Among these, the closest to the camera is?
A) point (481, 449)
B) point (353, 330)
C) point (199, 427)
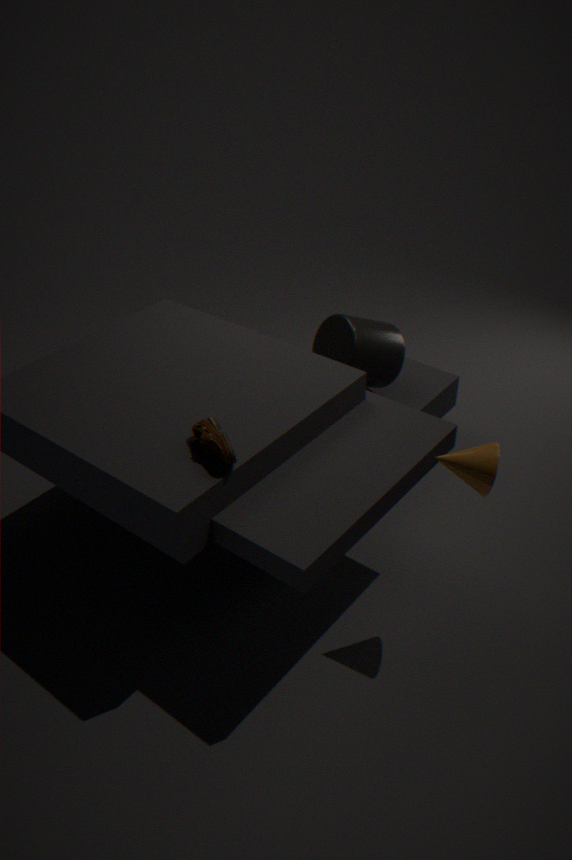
point (481, 449)
